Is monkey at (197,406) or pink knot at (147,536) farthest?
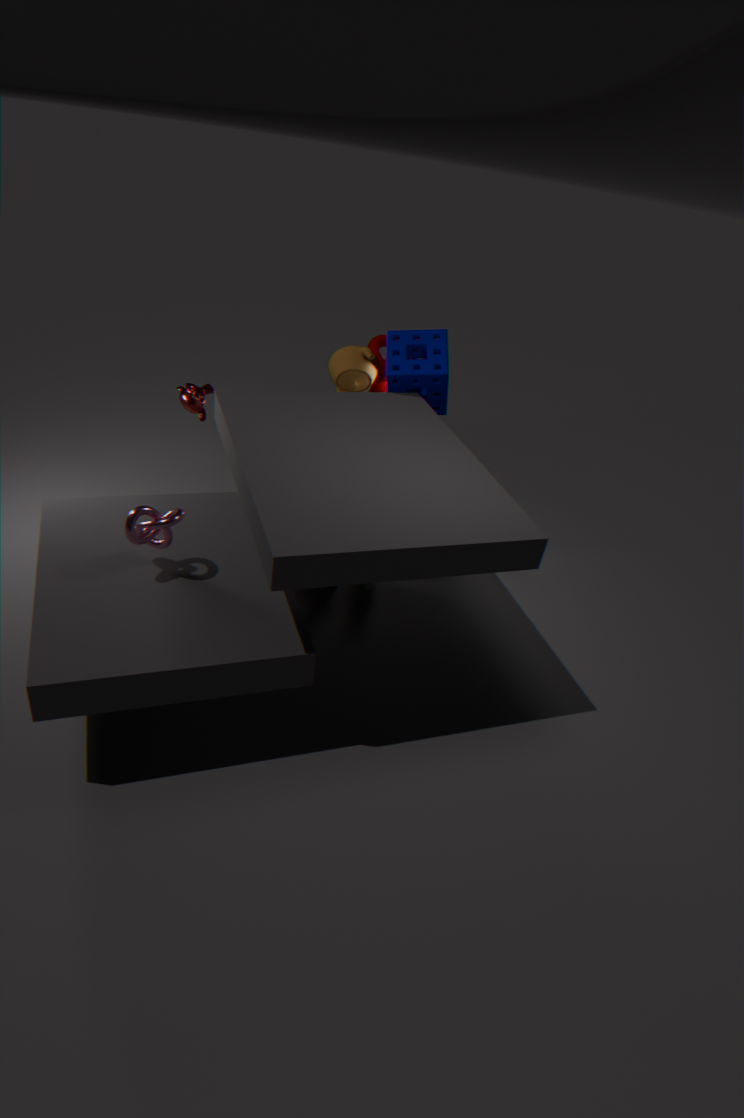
monkey at (197,406)
